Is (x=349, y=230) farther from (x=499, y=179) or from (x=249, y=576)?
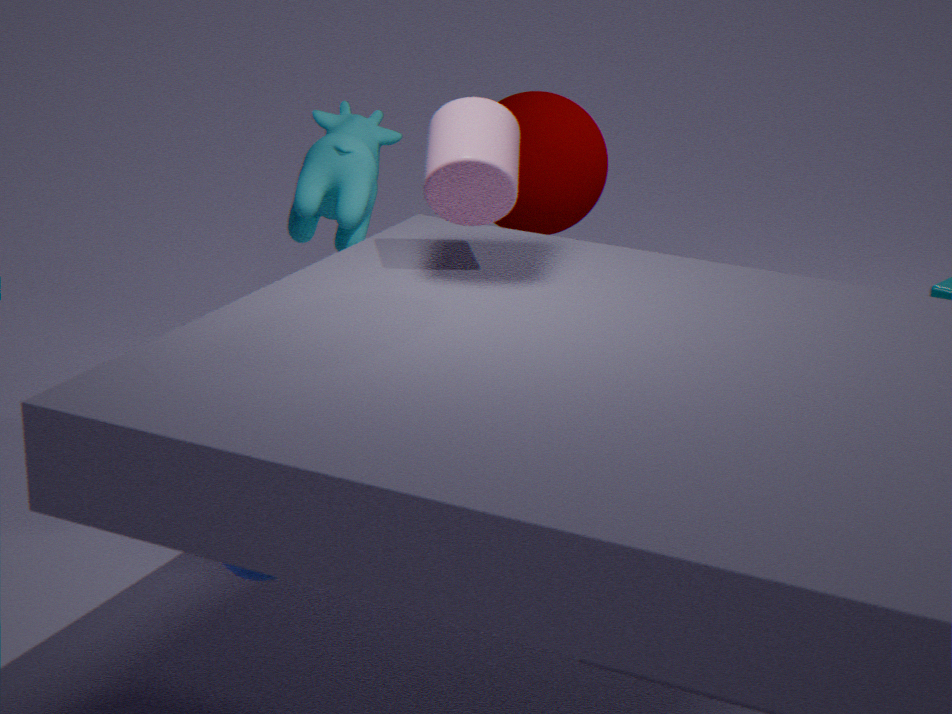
(x=249, y=576)
